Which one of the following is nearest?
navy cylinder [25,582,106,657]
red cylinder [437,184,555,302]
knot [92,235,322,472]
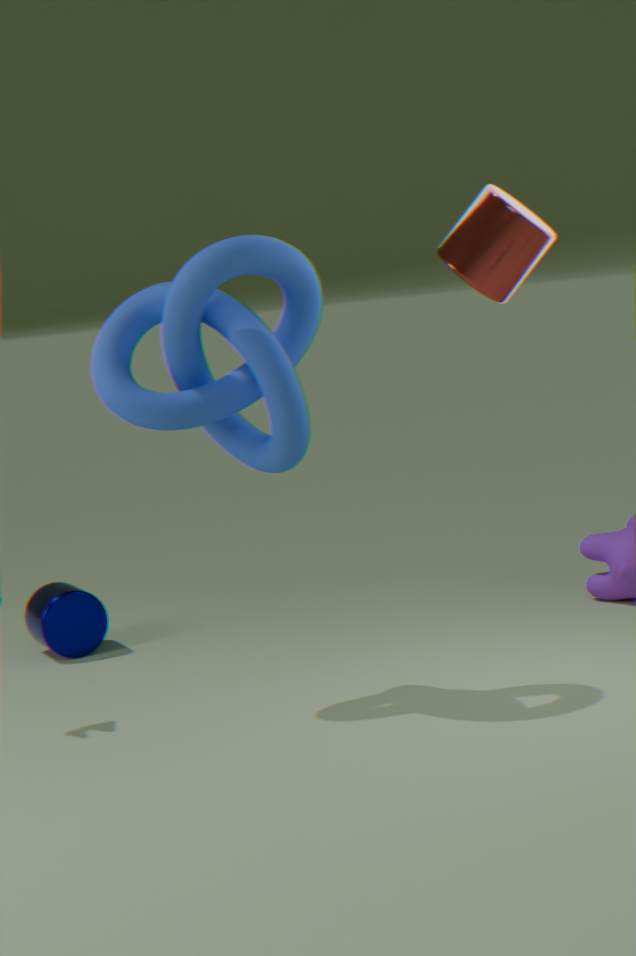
red cylinder [437,184,555,302]
